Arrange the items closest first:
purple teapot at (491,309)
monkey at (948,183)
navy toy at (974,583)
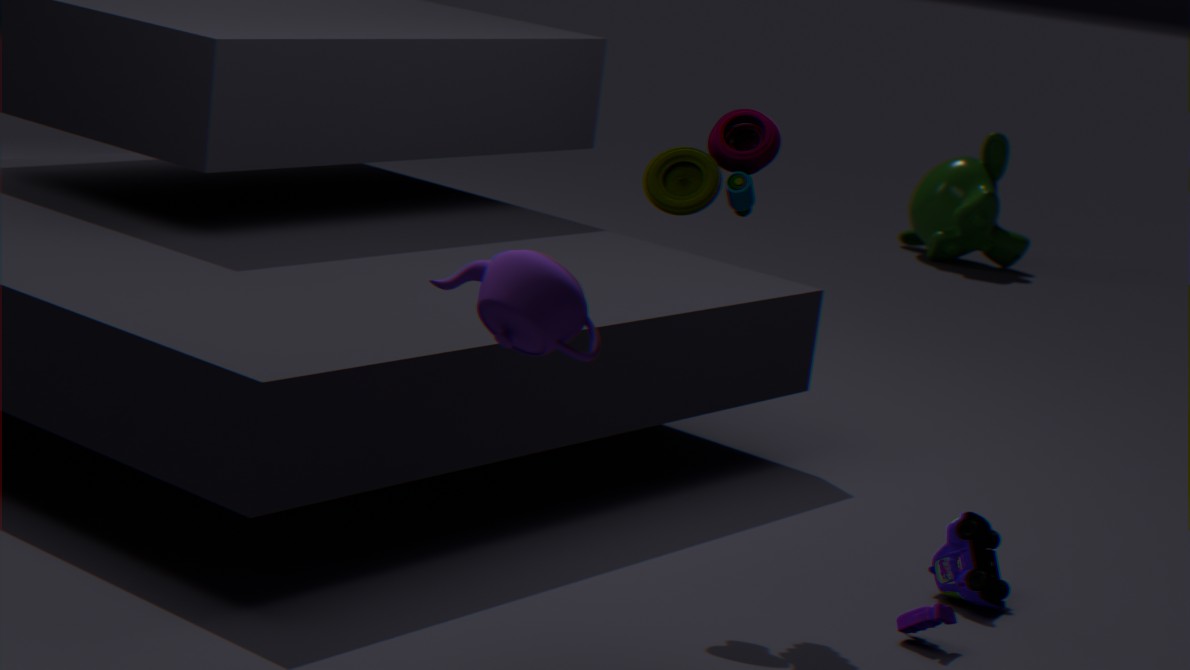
purple teapot at (491,309)
navy toy at (974,583)
monkey at (948,183)
